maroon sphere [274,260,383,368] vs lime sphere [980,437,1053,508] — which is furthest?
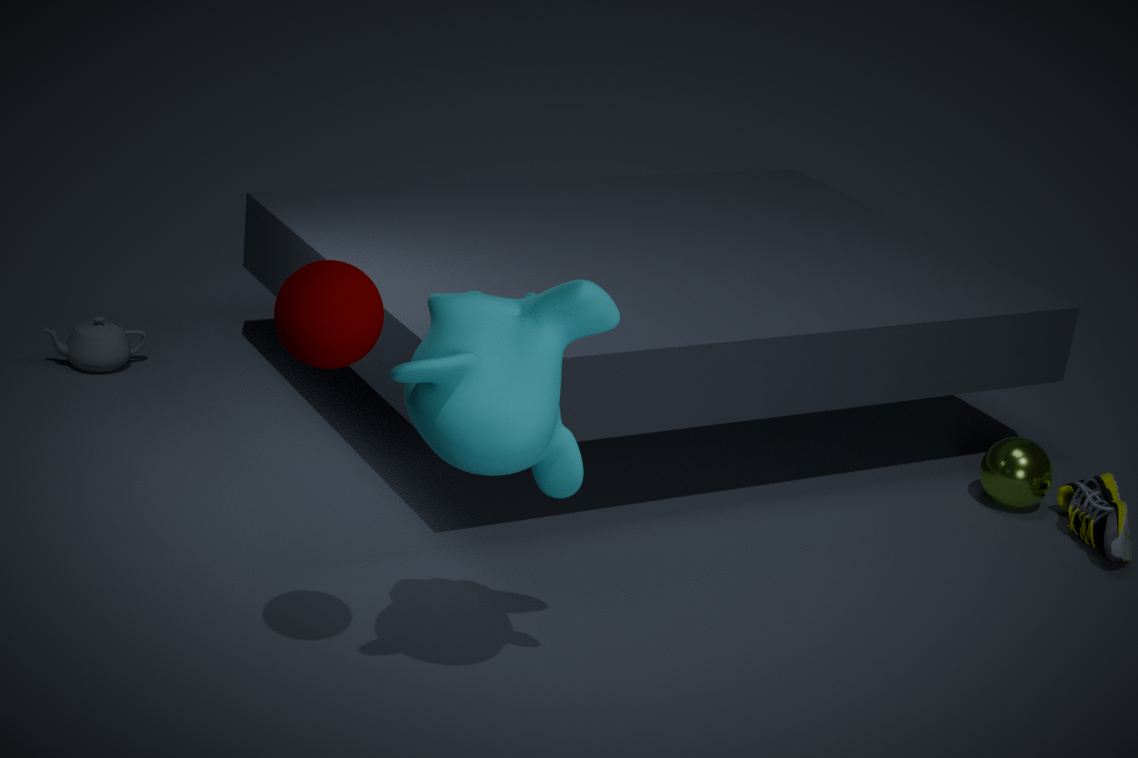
lime sphere [980,437,1053,508]
